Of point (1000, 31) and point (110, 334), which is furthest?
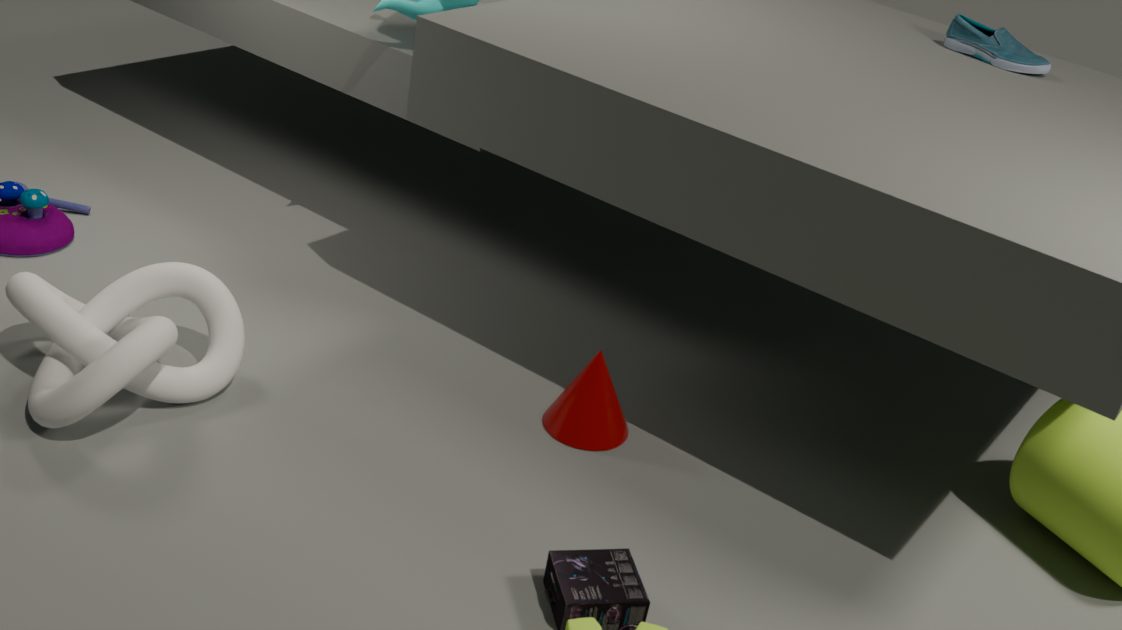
point (1000, 31)
